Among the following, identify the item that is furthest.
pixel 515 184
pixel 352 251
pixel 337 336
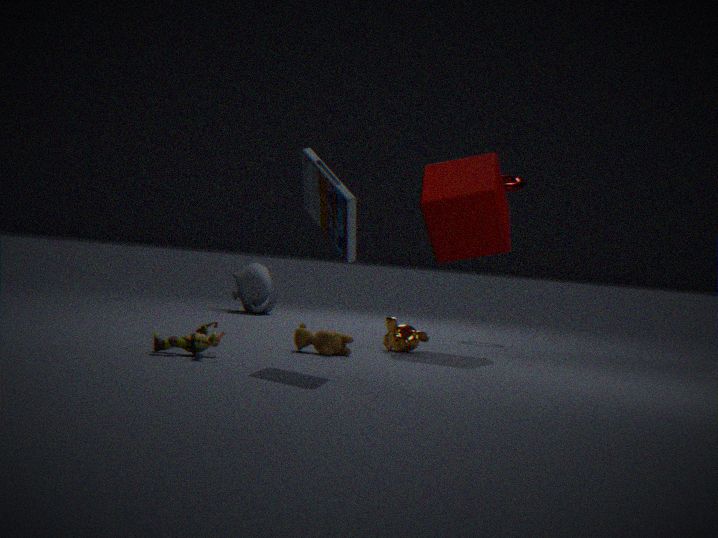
pixel 515 184
